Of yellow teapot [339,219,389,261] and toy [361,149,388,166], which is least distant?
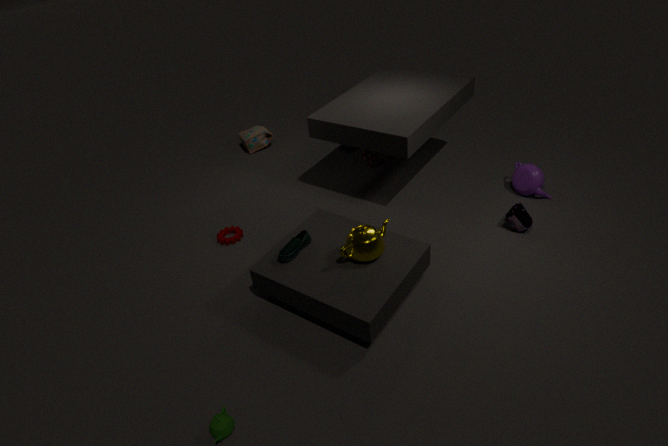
yellow teapot [339,219,389,261]
